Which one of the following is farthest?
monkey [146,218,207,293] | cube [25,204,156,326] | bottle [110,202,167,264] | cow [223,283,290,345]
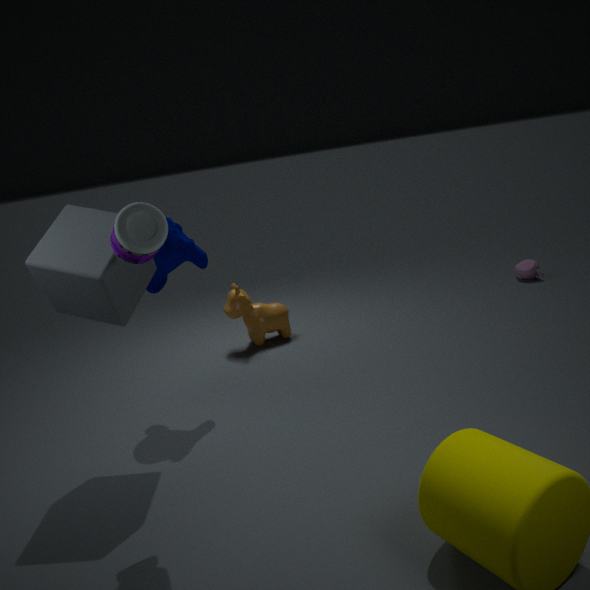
cow [223,283,290,345]
